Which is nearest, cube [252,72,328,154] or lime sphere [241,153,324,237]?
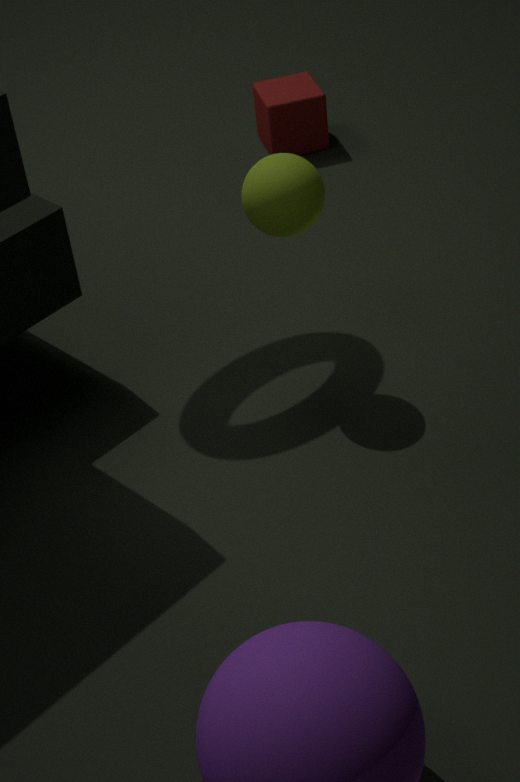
lime sphere [241,153,324,237]
